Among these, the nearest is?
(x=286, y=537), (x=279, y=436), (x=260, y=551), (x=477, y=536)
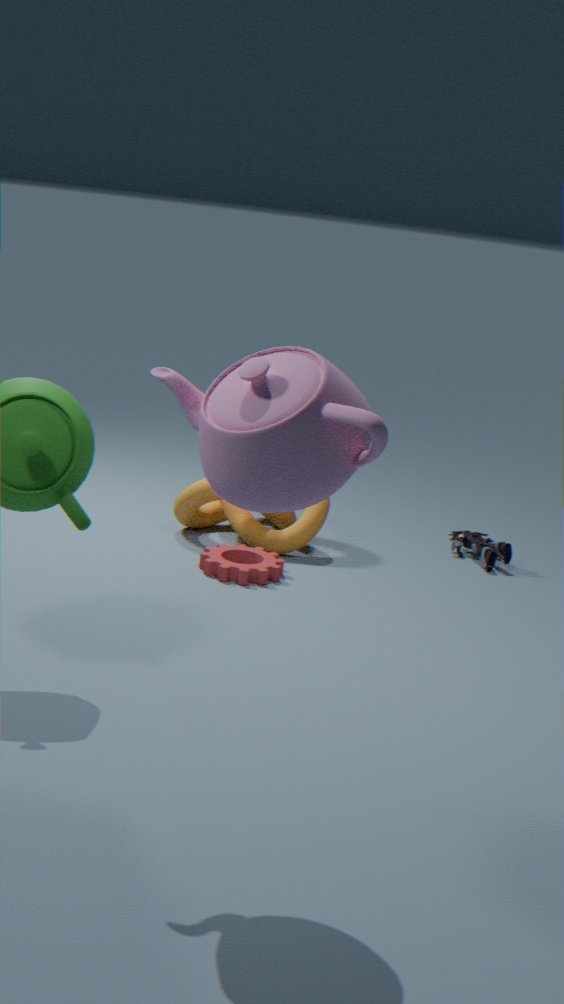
(x=279, y=436)
